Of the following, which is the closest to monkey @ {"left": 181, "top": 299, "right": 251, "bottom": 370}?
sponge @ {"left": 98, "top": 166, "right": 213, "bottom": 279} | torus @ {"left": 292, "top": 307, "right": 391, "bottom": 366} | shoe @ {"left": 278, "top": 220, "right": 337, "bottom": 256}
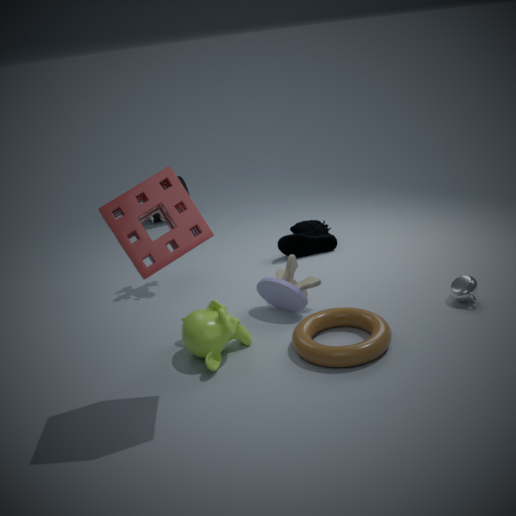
torus @ {"left": 292, "top": 307, "right": 391, "bottom": 366}
